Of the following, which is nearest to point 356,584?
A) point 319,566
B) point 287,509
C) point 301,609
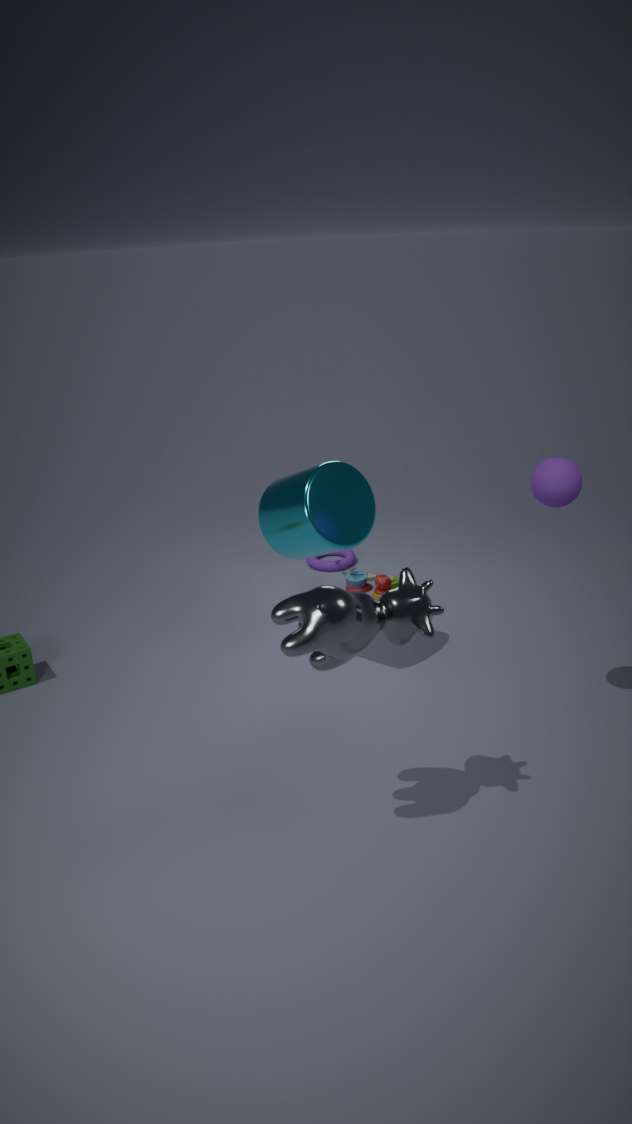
point 319,566
